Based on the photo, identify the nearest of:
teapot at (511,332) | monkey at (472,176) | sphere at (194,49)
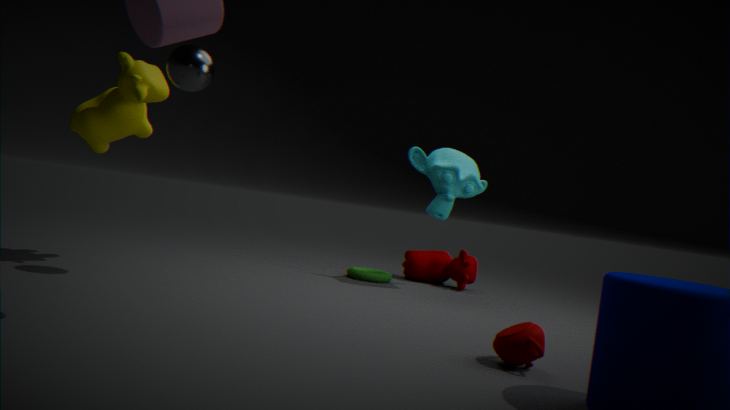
teapot at (511,332)
